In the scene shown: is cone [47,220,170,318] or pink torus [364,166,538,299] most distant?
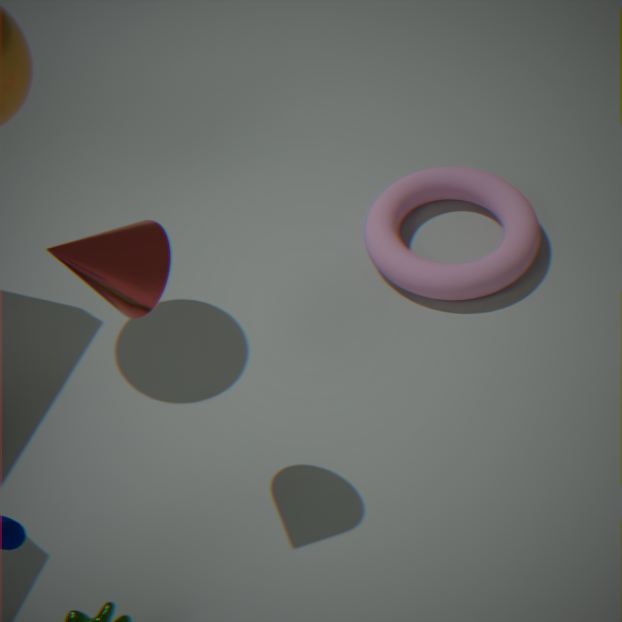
pink torus [364,166,538,299]
